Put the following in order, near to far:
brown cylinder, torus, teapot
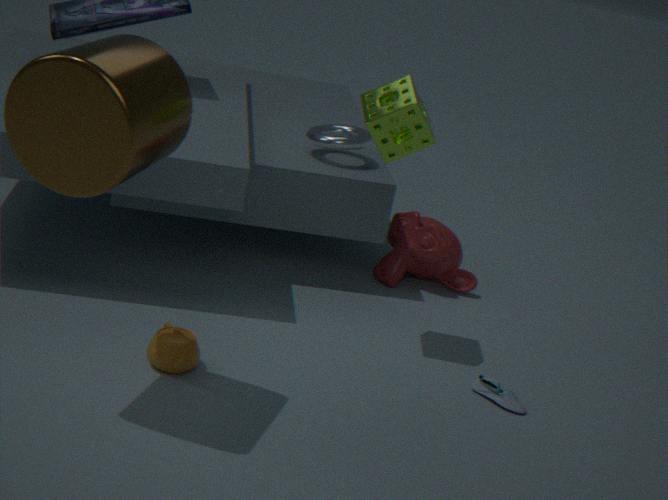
brown cylinder
teapot
torus
